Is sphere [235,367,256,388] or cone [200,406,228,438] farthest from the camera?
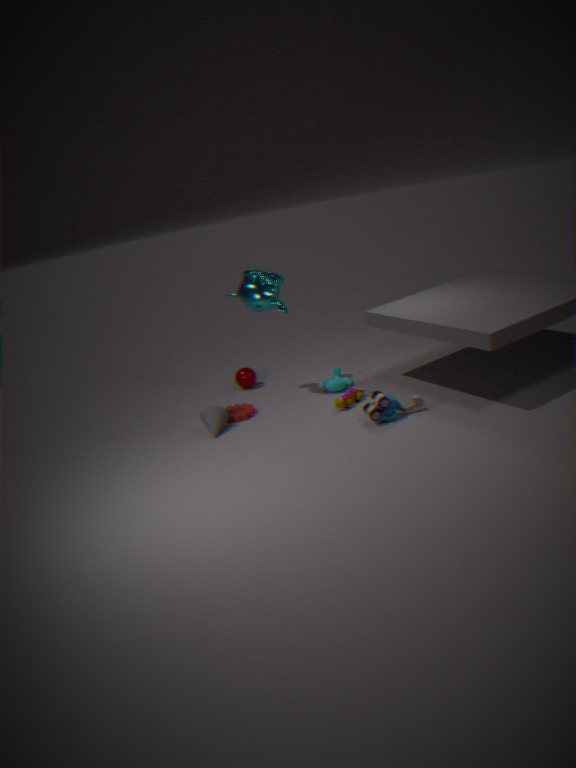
sphere [235,367,256,388]
